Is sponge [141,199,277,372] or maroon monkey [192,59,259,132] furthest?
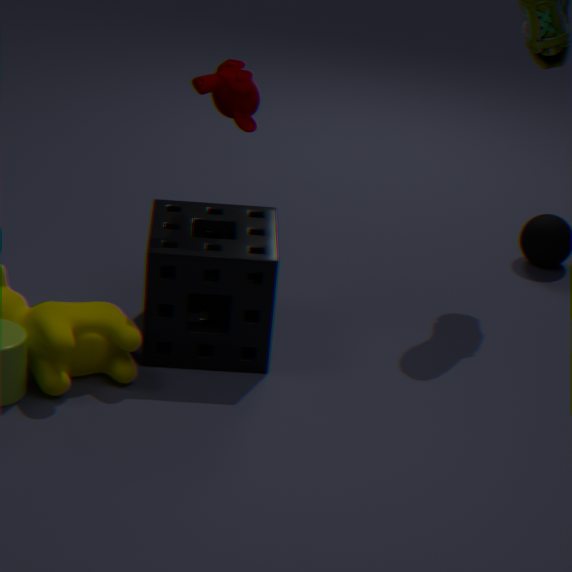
maroon monkey [192,59,259,132]
